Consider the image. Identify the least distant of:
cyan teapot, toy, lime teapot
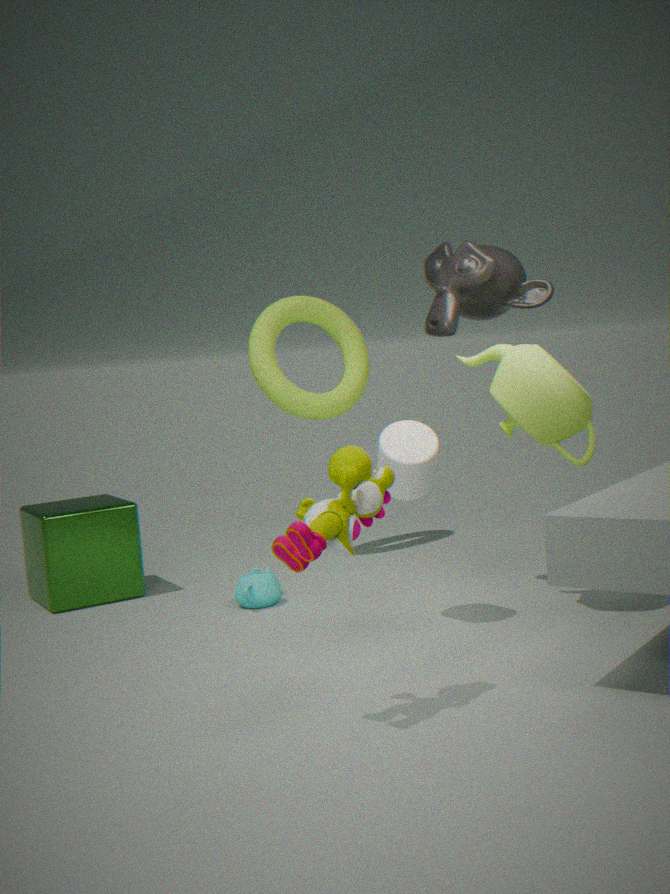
toy
